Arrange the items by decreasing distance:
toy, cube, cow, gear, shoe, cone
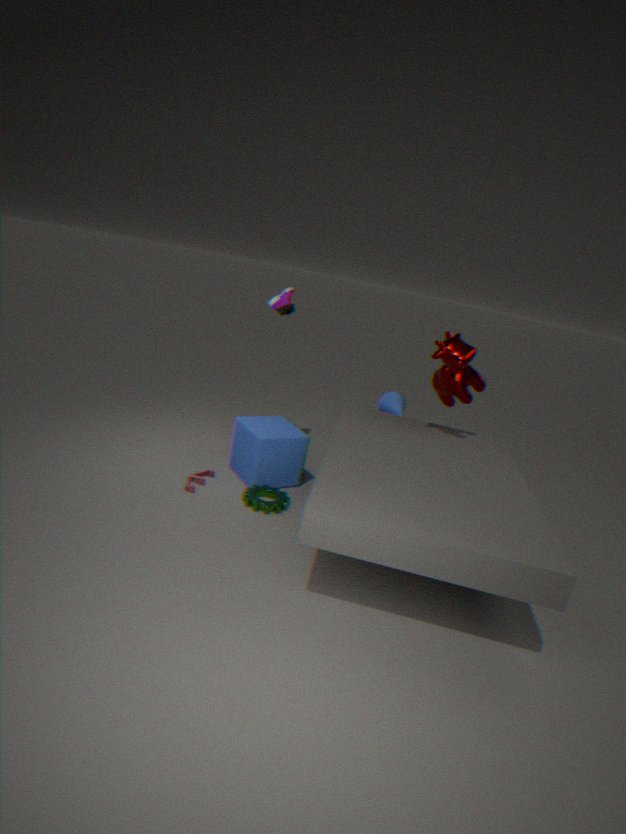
1. cone
2. shoe
3. cube
4. toy
5. cow
6. gear
